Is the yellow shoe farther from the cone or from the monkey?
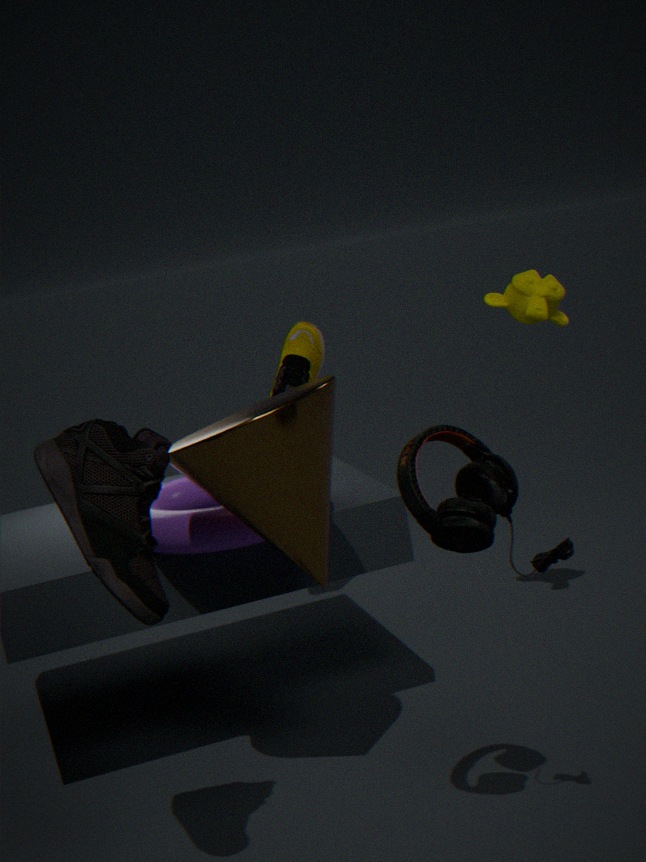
the cone
